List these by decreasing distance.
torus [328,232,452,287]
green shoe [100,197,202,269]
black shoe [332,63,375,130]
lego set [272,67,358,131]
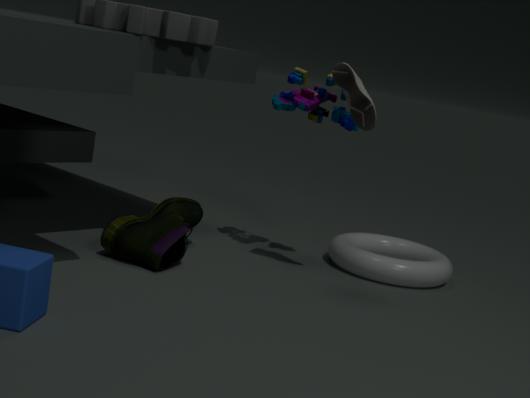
torus [328,232,452,287] → lego set [272,67,358,131] → black shoe [332,63,375,130] → green shoe [100,197,202,269]
